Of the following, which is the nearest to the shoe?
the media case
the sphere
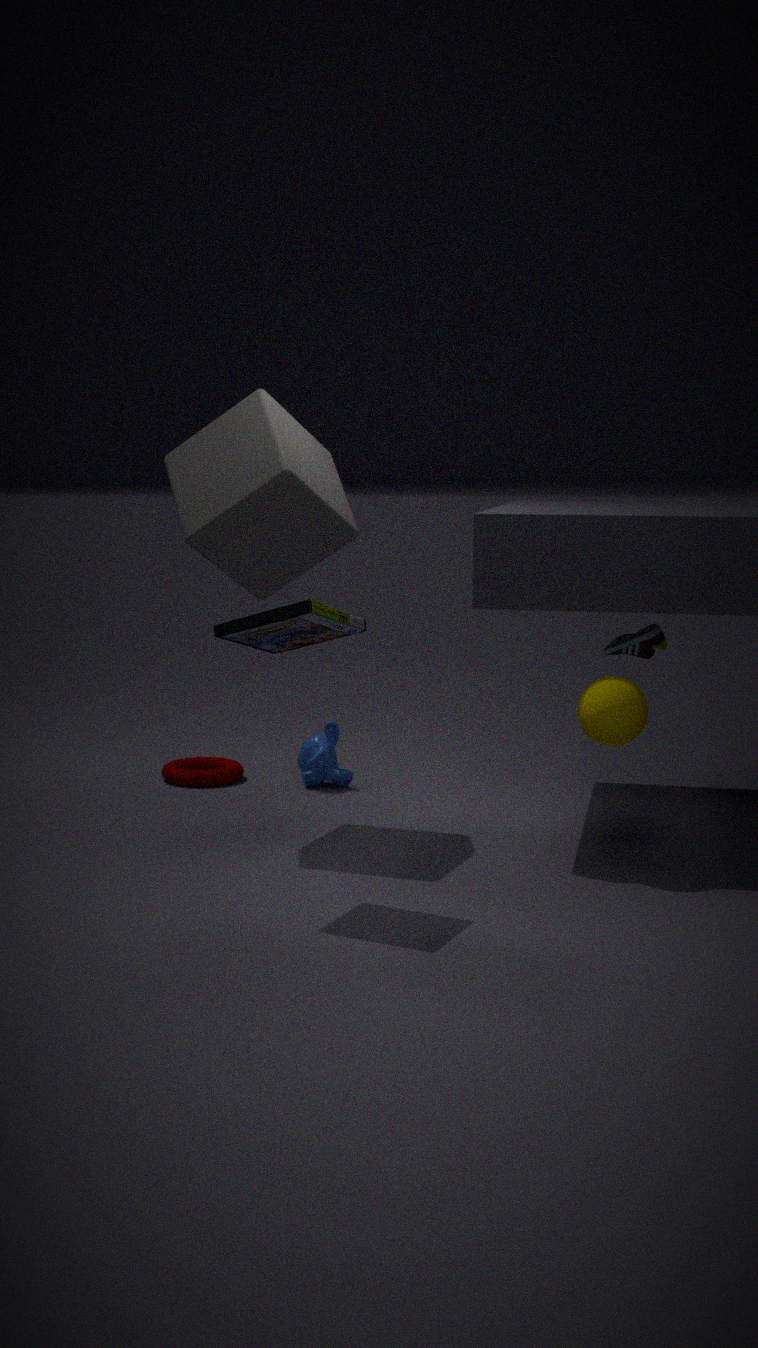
the sphere
